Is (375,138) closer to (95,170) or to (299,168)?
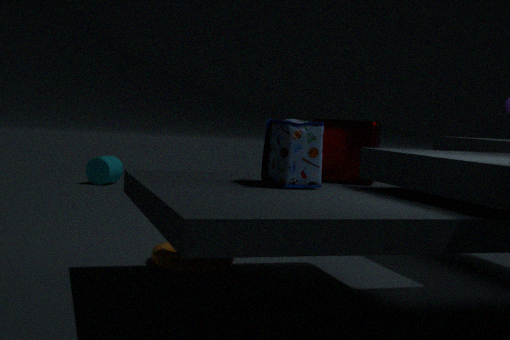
(299,168)
